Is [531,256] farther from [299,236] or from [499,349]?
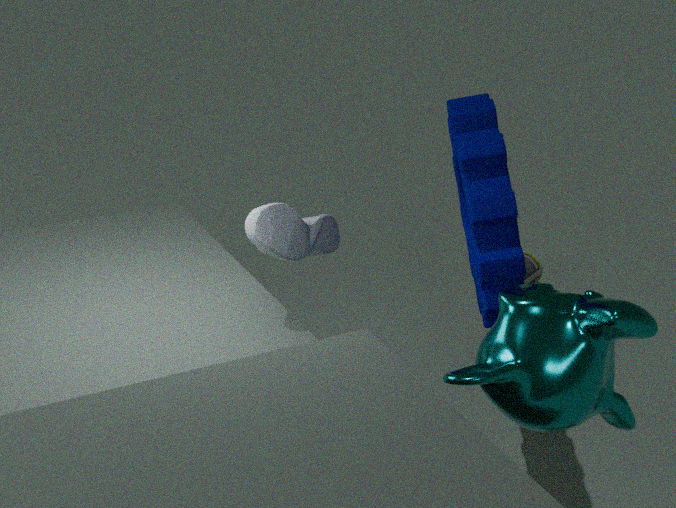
[499,349]
